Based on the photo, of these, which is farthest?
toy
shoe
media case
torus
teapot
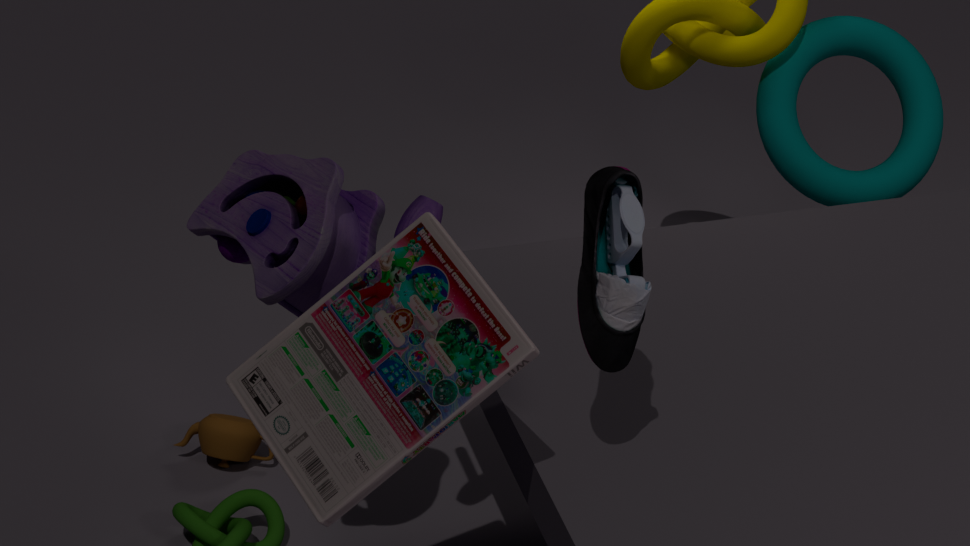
torus
